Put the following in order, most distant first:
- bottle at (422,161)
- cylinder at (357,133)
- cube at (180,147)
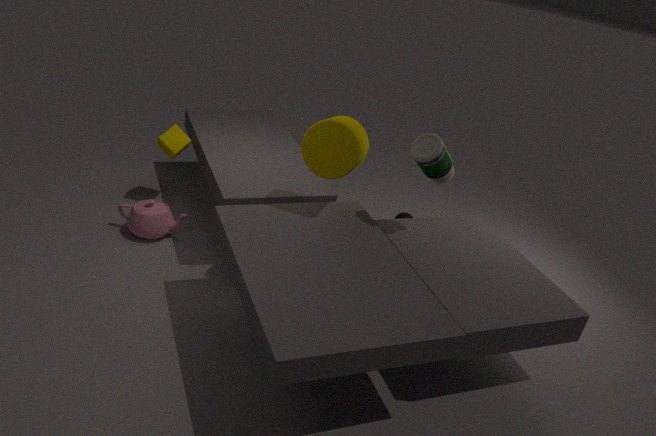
cube at (180,147) < bottle at (422,161) < cylinder at (357,133)
